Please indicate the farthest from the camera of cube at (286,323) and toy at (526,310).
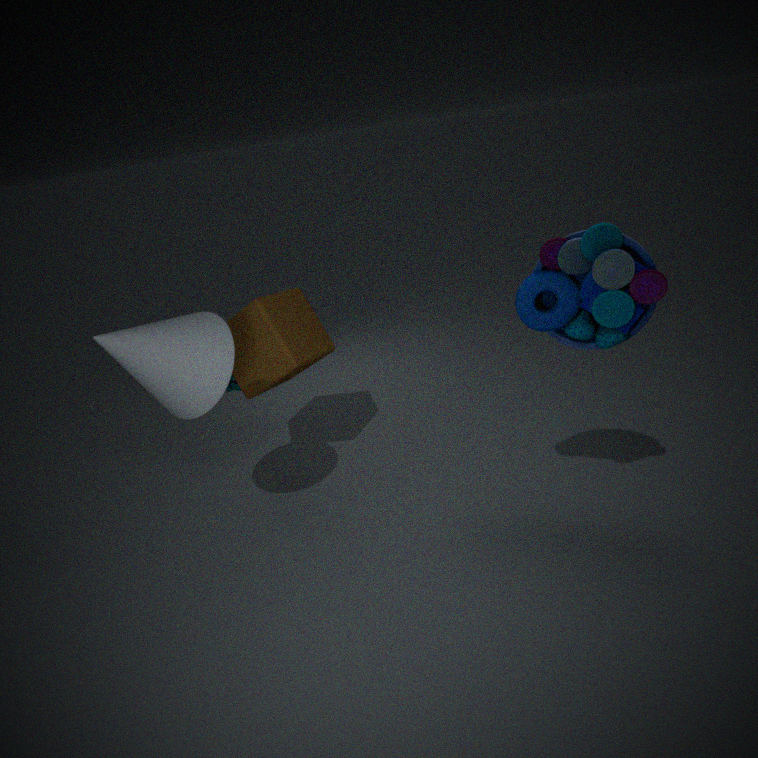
cube at (286,323)
